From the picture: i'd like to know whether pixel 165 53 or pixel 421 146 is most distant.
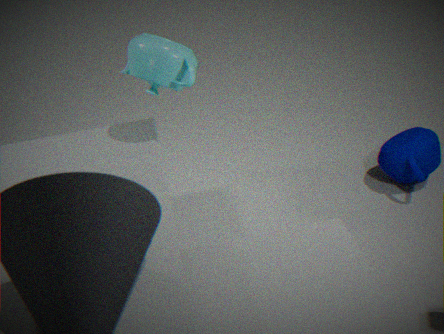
pixel 421 146
